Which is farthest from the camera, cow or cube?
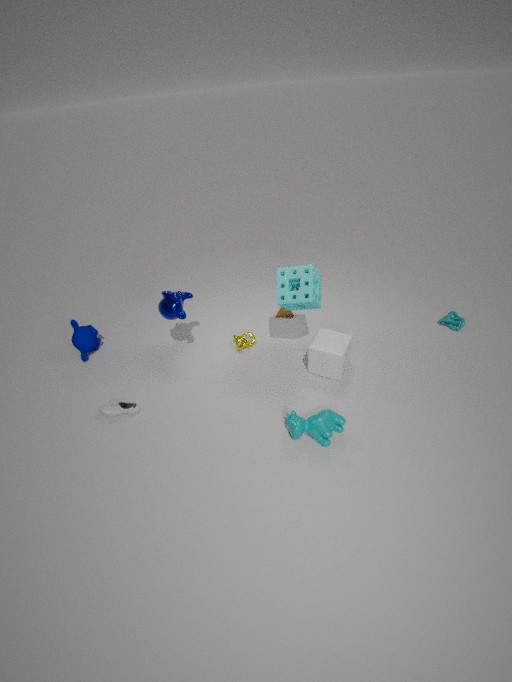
cube
